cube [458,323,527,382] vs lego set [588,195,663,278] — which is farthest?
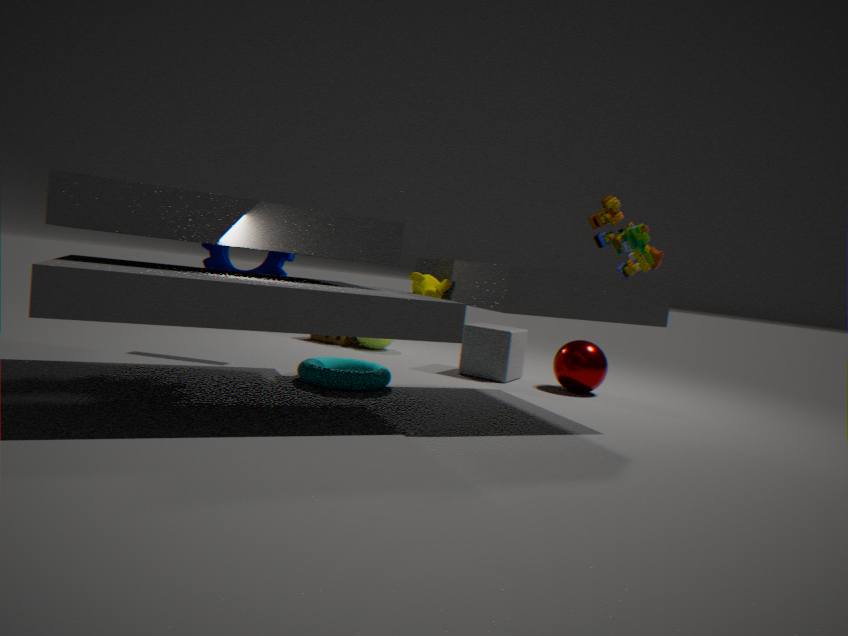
cube [458,323,527,382]
